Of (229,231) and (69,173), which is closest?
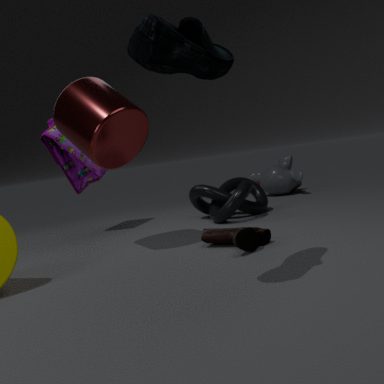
(229,231)
